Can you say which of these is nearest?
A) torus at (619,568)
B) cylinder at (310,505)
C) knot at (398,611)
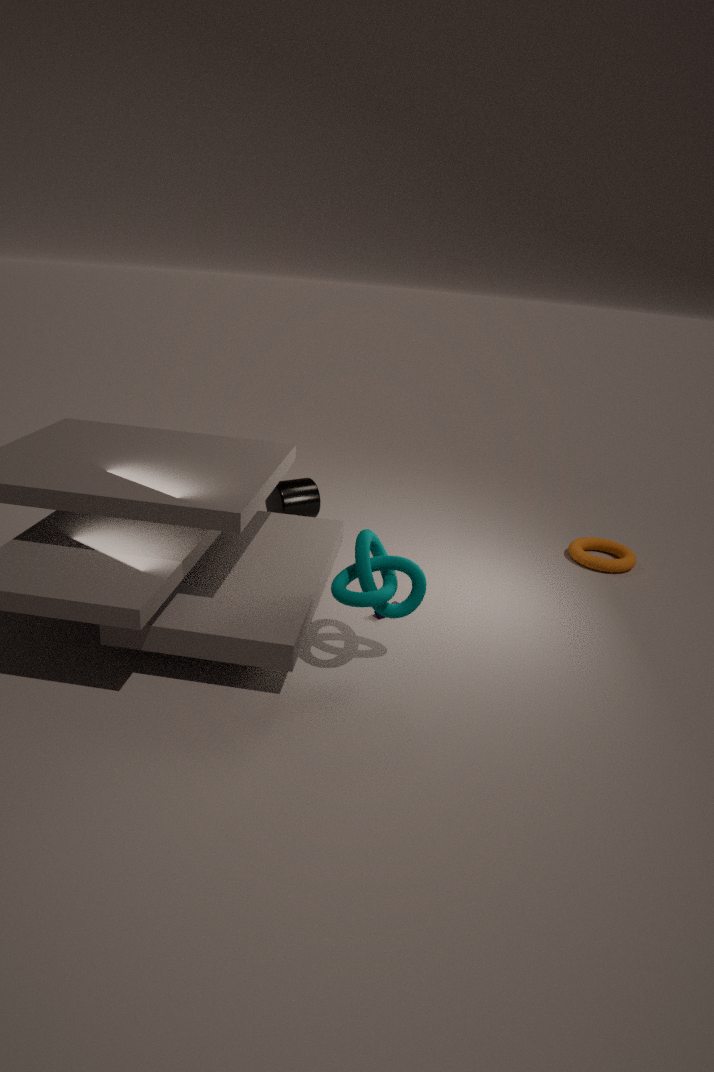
knot at (398,611)
